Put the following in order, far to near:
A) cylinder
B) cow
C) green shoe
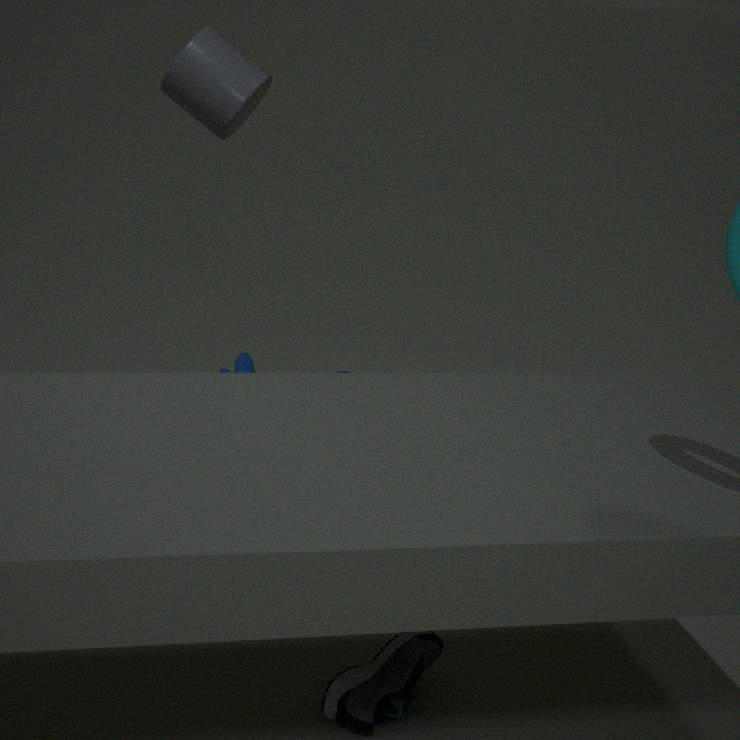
cow
cylinder
green shoe
